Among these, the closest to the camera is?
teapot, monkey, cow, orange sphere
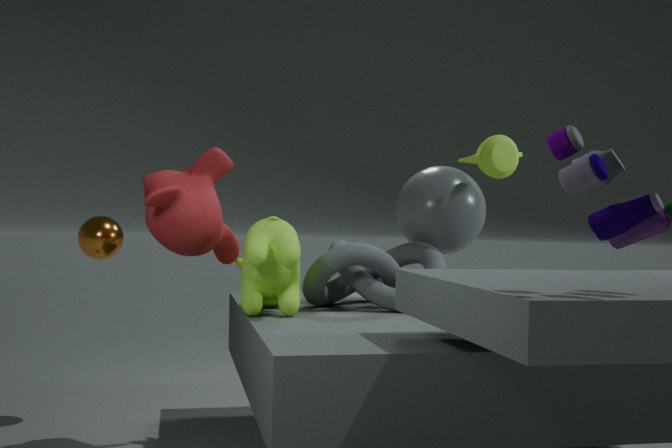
cow
